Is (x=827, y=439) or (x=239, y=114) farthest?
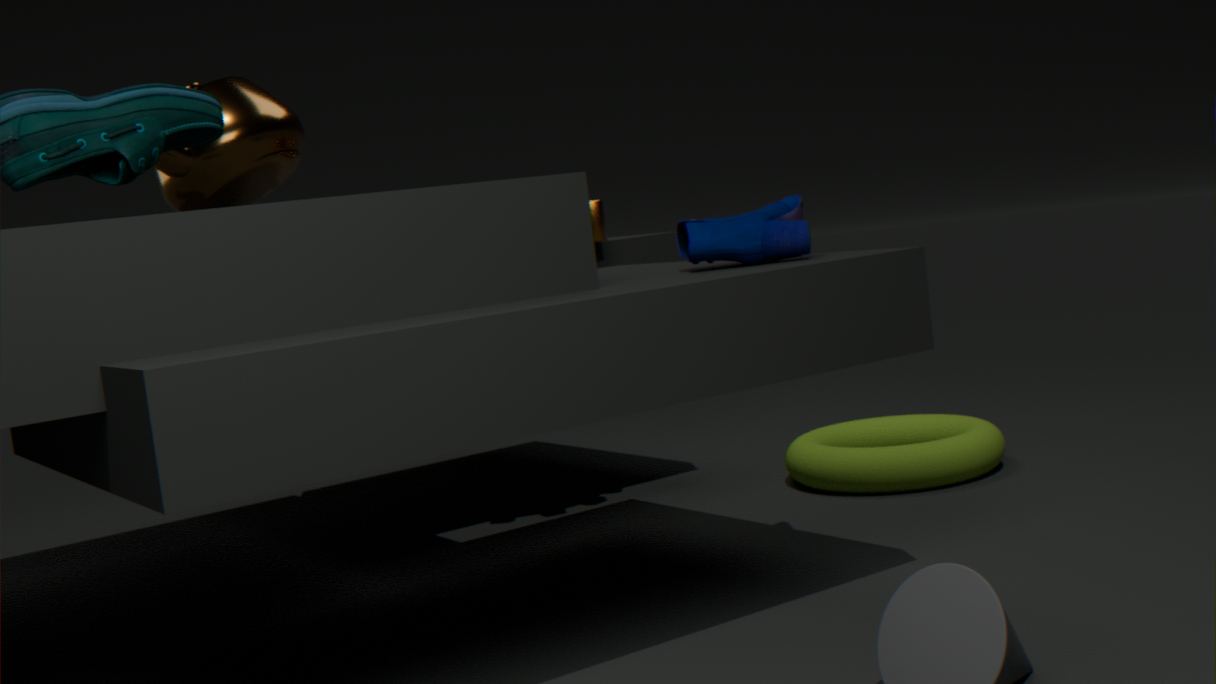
(x=827, y=439)
